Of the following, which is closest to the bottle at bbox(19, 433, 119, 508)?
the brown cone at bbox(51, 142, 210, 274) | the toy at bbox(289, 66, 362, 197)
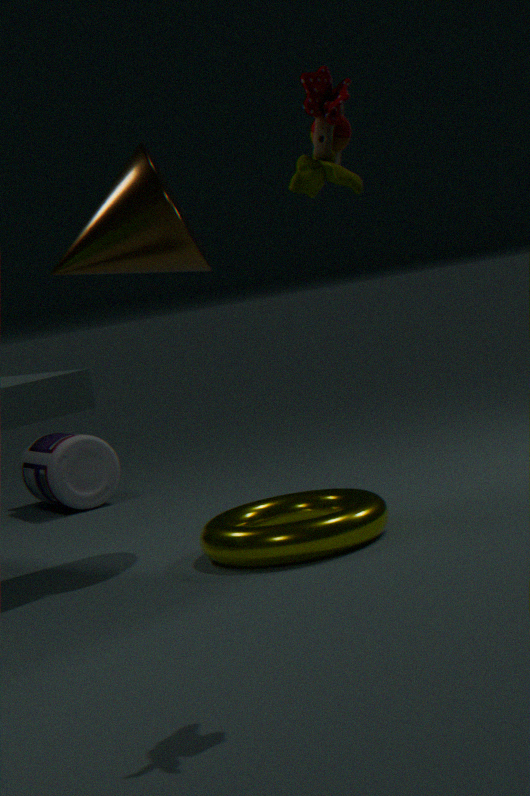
the brown cone at bbox(51, 142, 210, 274)
